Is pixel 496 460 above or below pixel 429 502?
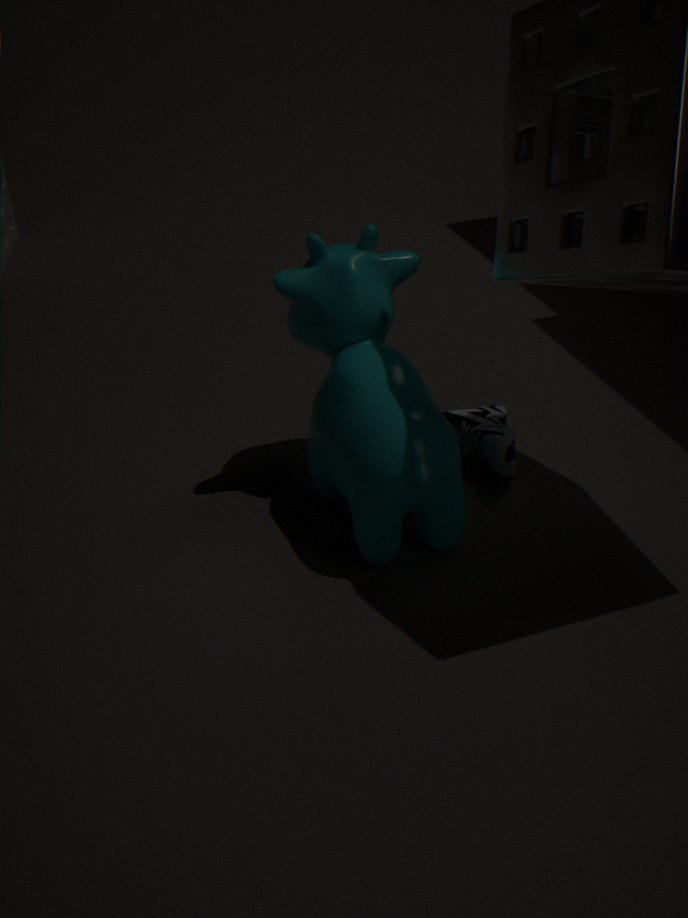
below
